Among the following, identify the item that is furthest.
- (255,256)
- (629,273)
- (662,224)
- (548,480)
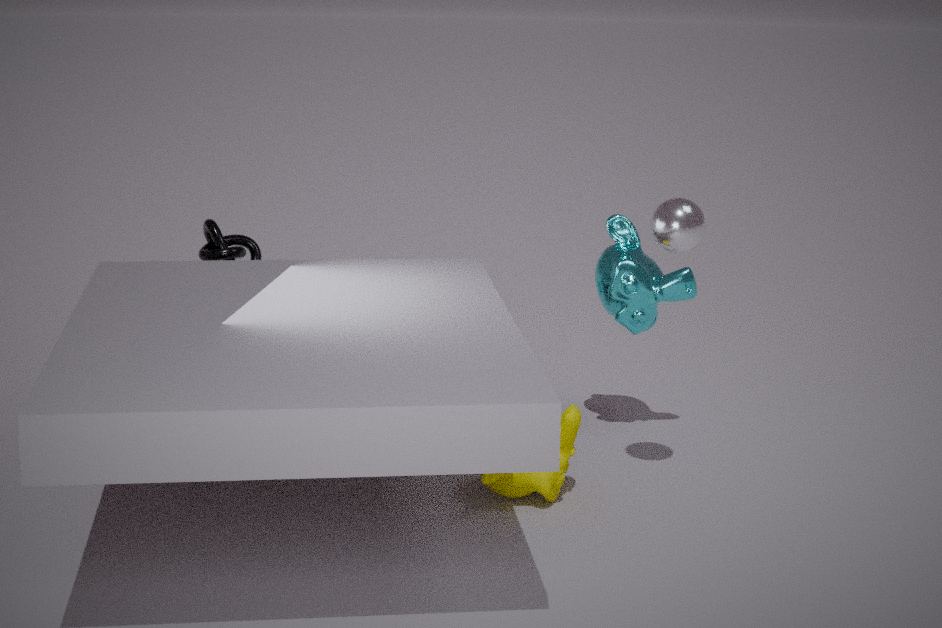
(255,256)
